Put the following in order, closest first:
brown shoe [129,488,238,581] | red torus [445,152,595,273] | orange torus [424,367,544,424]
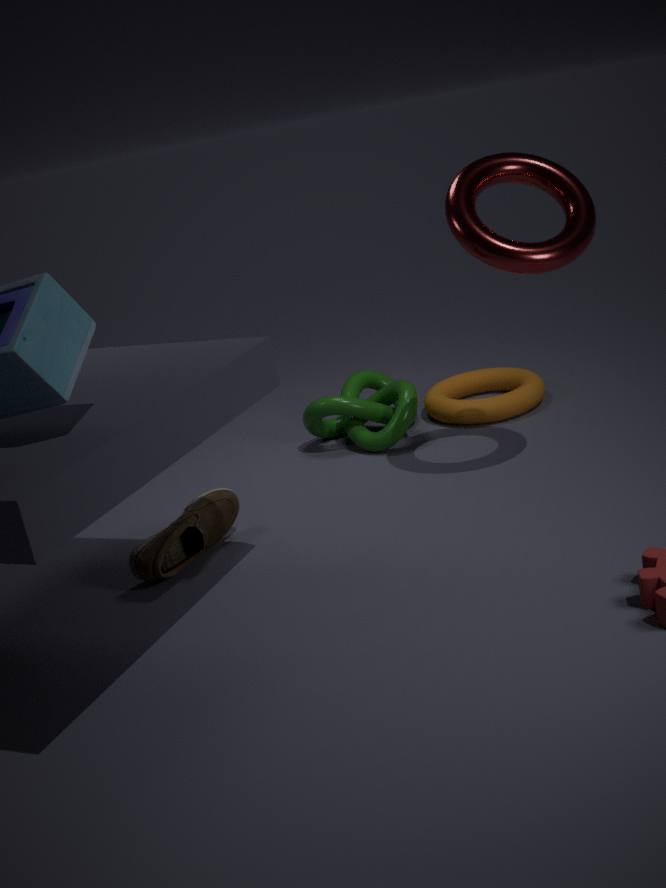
red torus [445,152,595,273] < brown shoe [129,488,238,581] < orange torus [424,367,544,424]
